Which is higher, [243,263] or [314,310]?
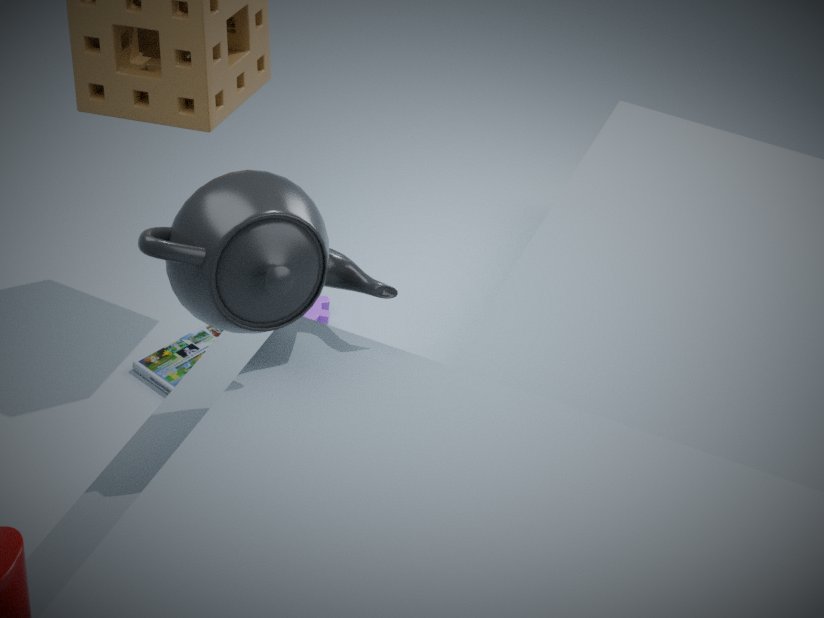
[243,263]
